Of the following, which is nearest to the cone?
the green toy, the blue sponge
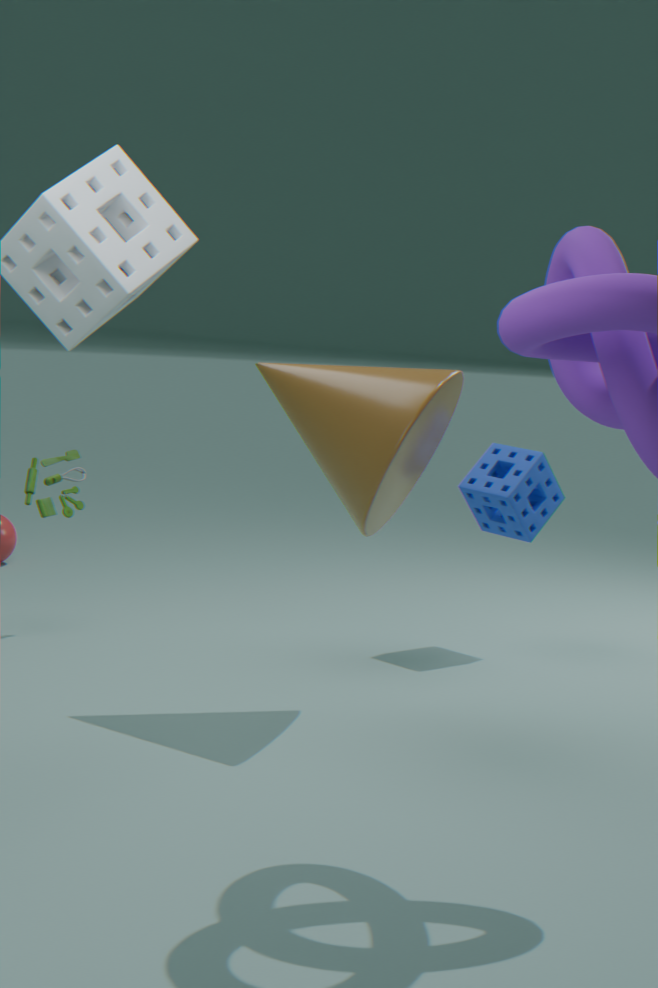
the blue sponge
